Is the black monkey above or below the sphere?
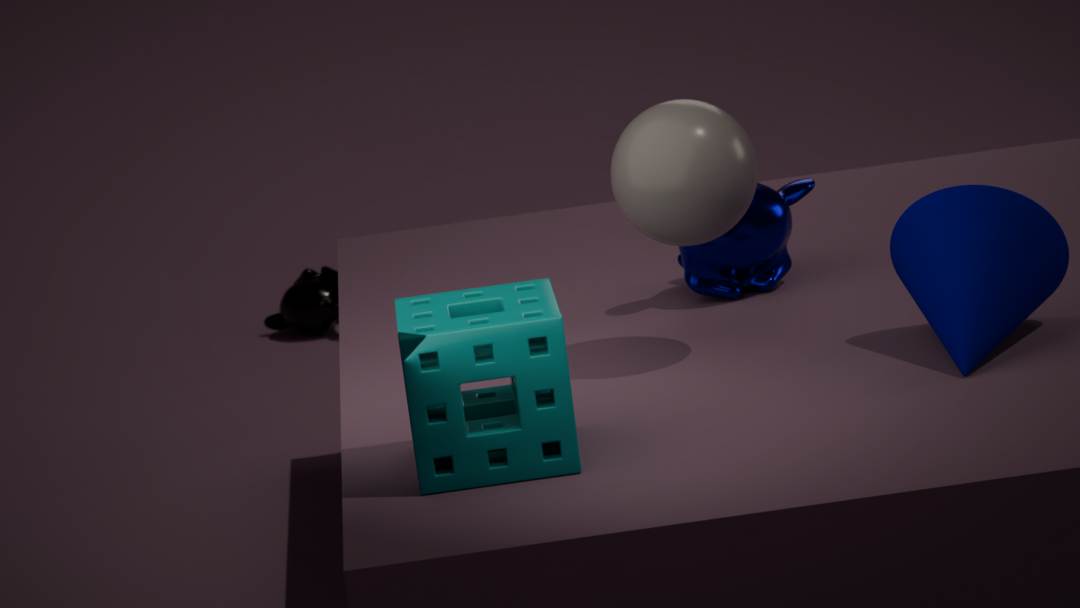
below
